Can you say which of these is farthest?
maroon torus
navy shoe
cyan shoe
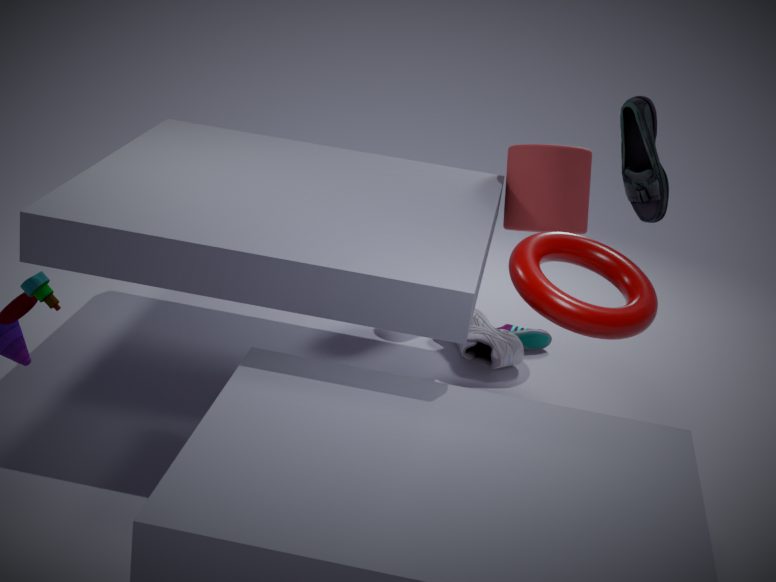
cyan shoe
